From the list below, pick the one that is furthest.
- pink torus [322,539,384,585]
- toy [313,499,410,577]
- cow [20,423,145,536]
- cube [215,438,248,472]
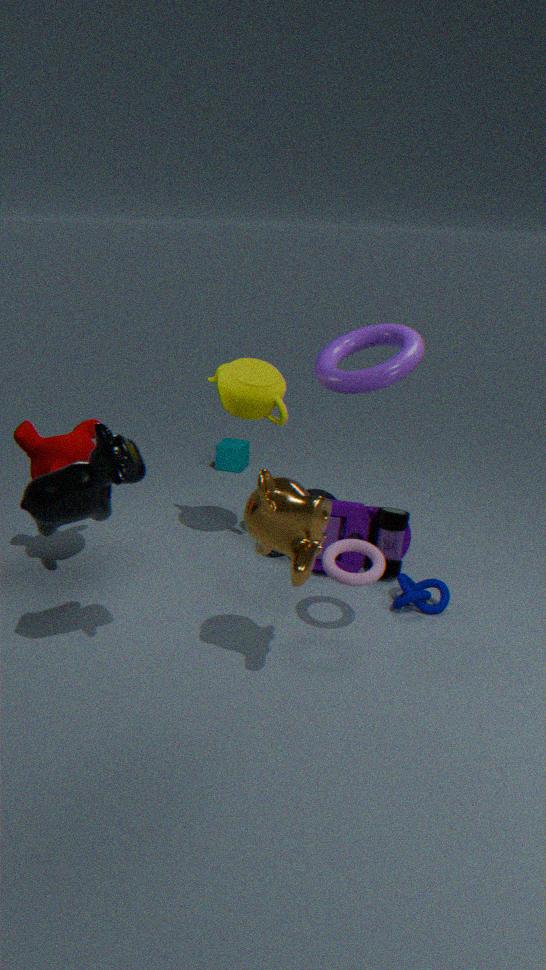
cube [215,438,248,472]
